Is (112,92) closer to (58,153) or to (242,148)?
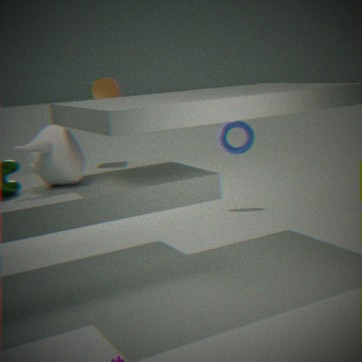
(58,153)
